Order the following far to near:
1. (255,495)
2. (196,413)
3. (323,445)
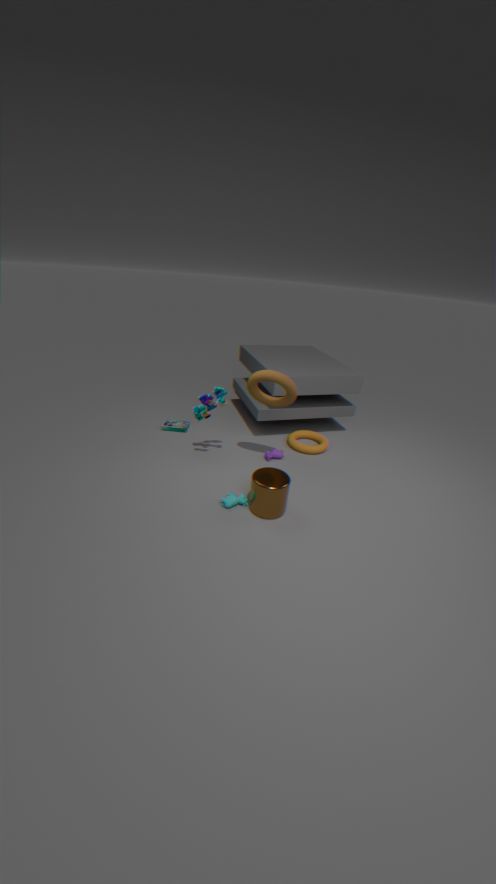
1. (323,445)
2. (196,413)
3. (255,495)
